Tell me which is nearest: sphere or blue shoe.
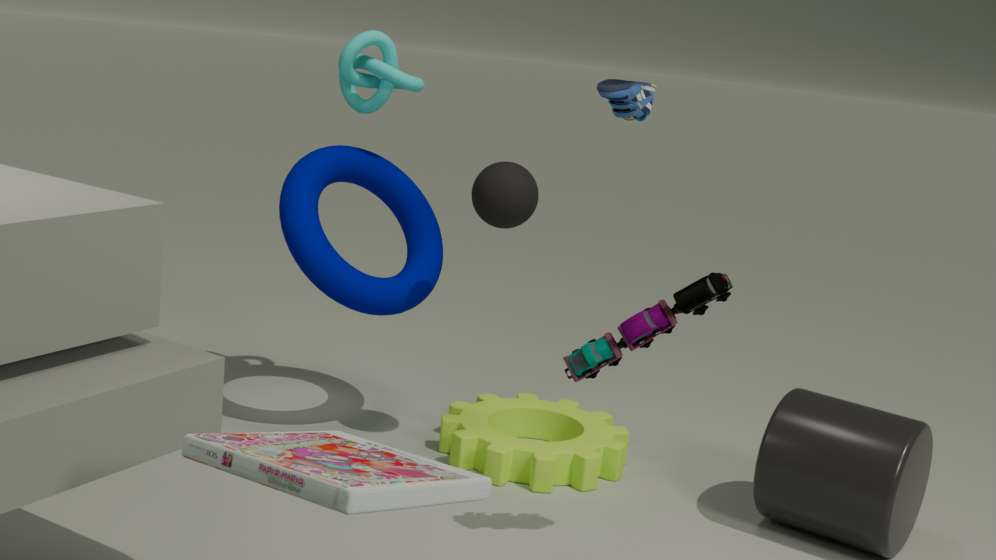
blue shoe
